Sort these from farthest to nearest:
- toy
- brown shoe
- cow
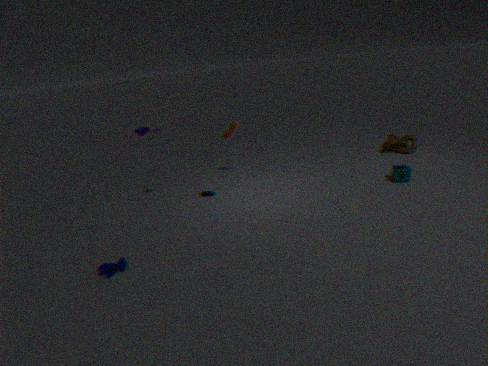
brown shoe → toy → cow
